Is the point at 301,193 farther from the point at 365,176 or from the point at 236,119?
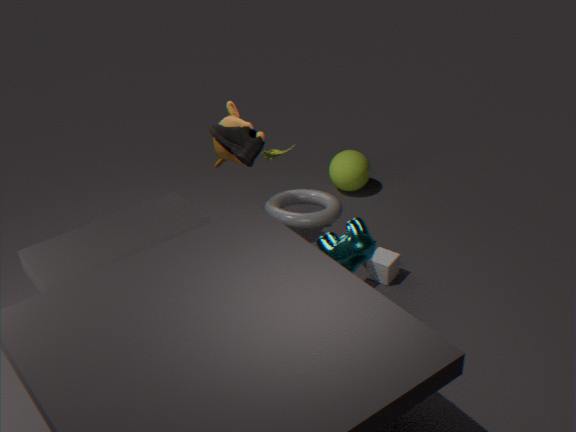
the point at 365,176
